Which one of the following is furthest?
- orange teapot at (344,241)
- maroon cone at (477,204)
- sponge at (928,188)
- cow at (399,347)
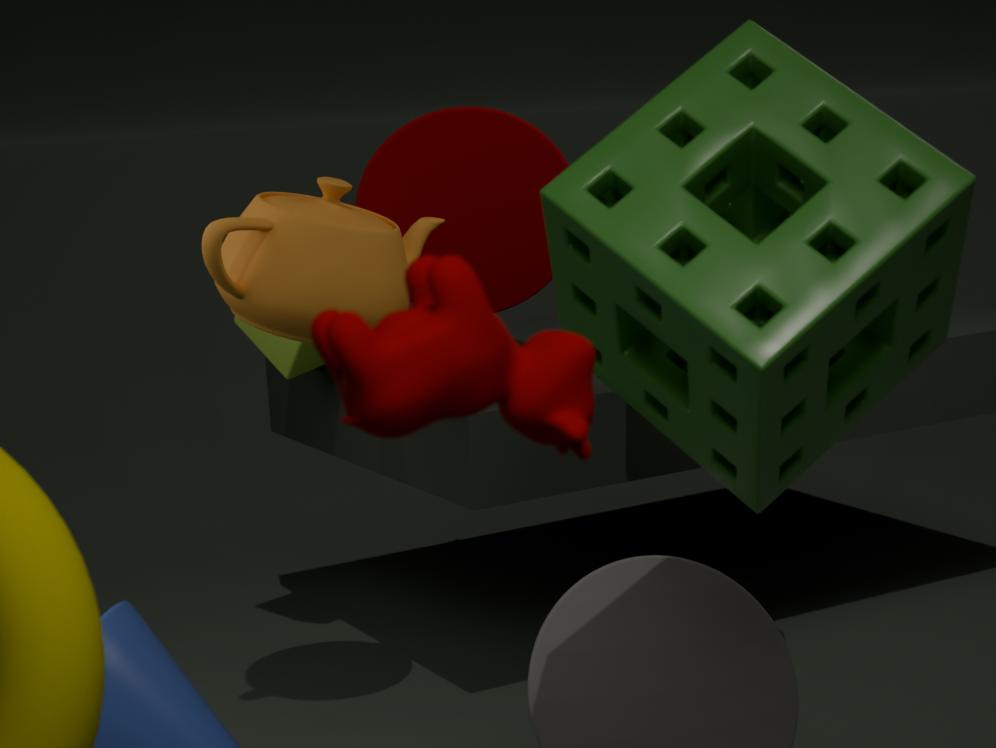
maroon cone at (477,204)
